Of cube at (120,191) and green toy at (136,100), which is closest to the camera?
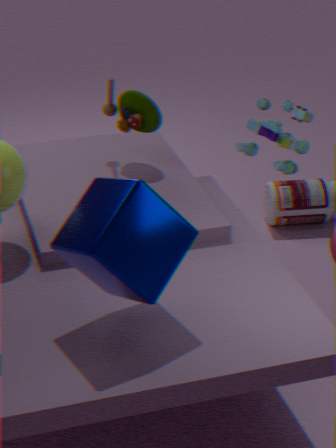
cube at (120,191)
